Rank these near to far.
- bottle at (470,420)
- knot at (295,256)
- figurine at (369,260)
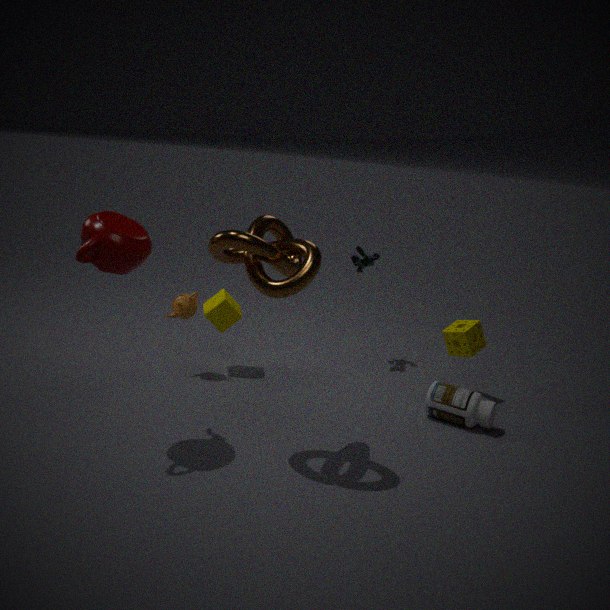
knot at (295,256) < bottle at (470,420) < figurine at (369,260)
